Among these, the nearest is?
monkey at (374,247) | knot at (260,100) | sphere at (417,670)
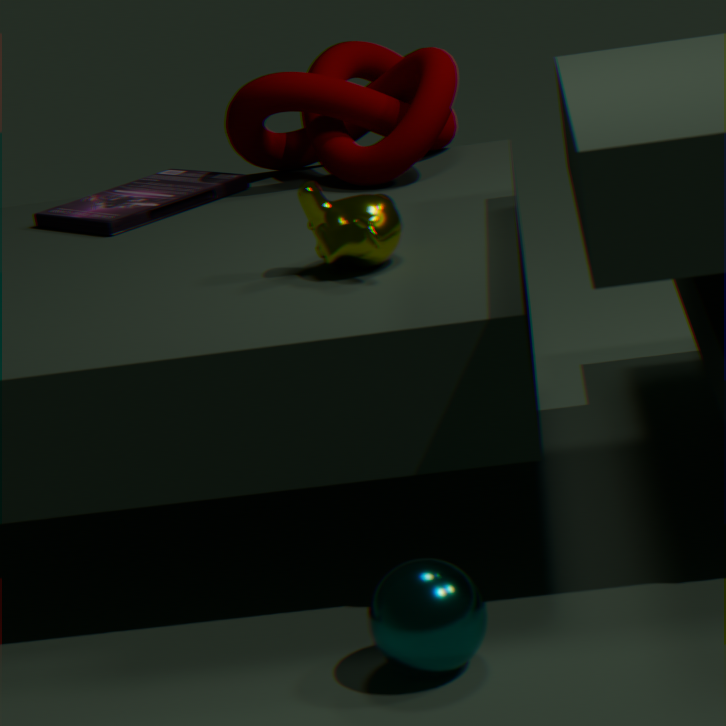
sphere at (417,670)
